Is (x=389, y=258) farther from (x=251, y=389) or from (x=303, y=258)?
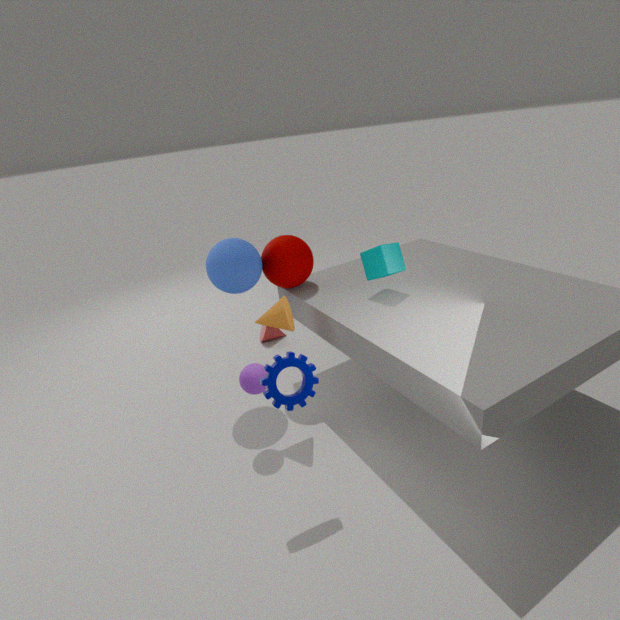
(x=251, y=389)
